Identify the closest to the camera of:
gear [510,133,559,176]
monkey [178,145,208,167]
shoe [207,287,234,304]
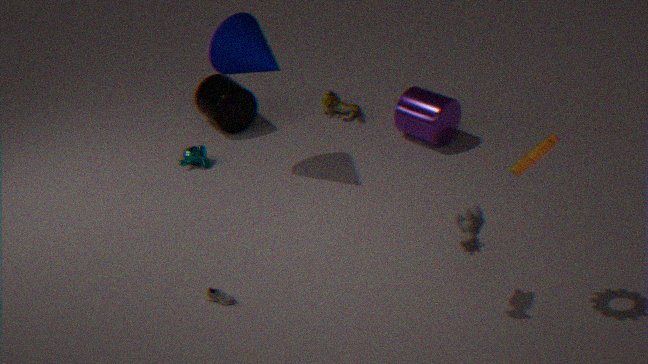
gear [510,133,559,176]
